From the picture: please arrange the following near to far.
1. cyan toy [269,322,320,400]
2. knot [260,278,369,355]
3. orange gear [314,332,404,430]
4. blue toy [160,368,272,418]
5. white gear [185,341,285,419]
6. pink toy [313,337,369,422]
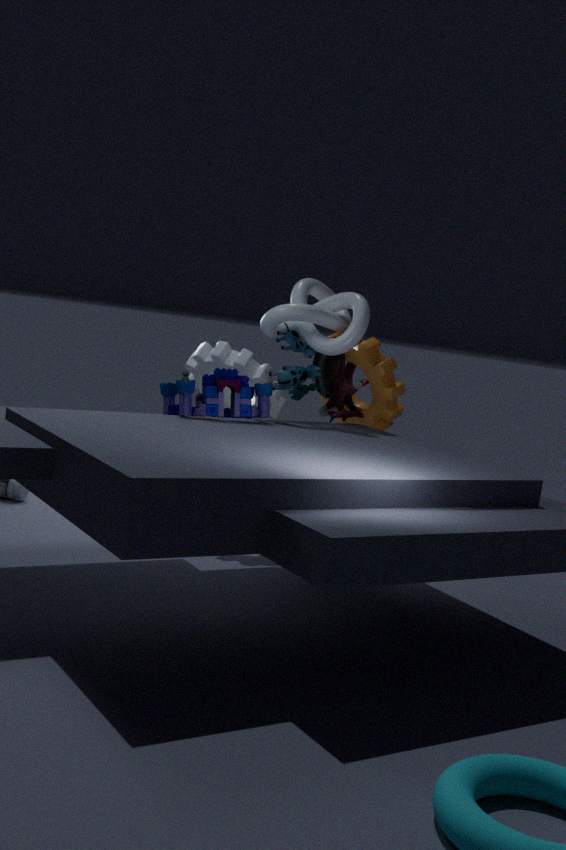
blue toy [160,368,272,418] → knot [260,278,369,355] → cyan toy [269,322,320,400] → orange gear [314,332,404,430] → pink toy [313,337,369,422] → white gear [185,341,285,419]
